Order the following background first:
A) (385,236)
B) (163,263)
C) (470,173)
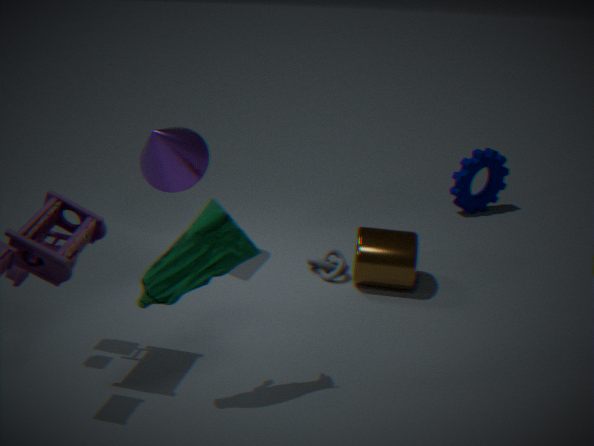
(470,173) < (385,236) < (163,263)
